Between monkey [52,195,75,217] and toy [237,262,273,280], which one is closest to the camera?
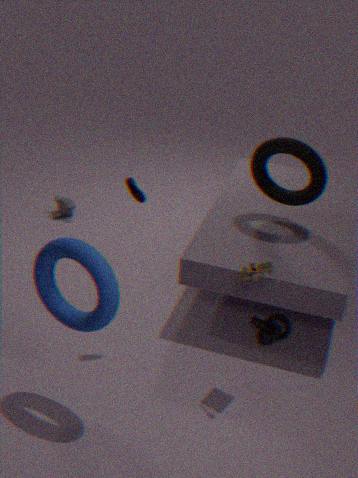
toy [237,262,273,280]
